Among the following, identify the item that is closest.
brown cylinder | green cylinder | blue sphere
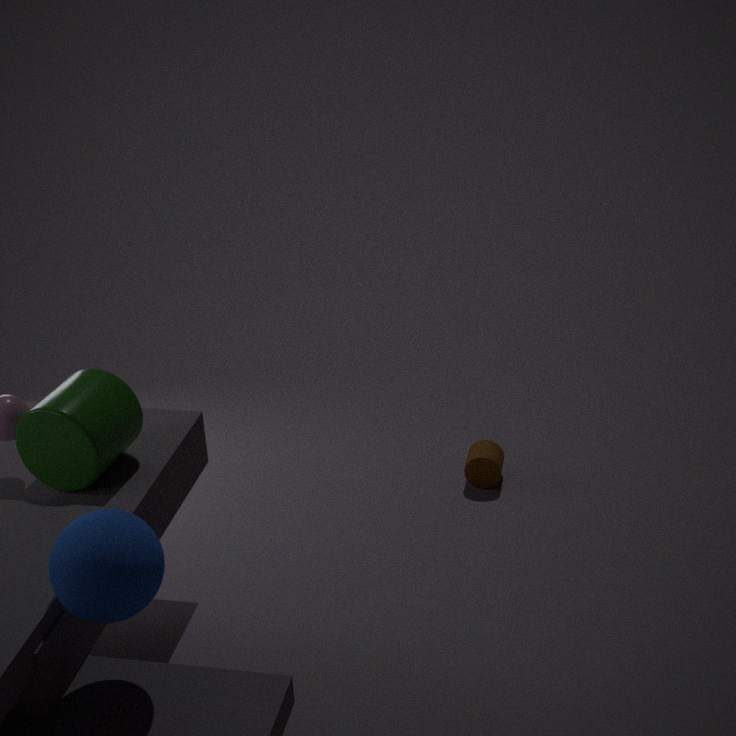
blue sphere
